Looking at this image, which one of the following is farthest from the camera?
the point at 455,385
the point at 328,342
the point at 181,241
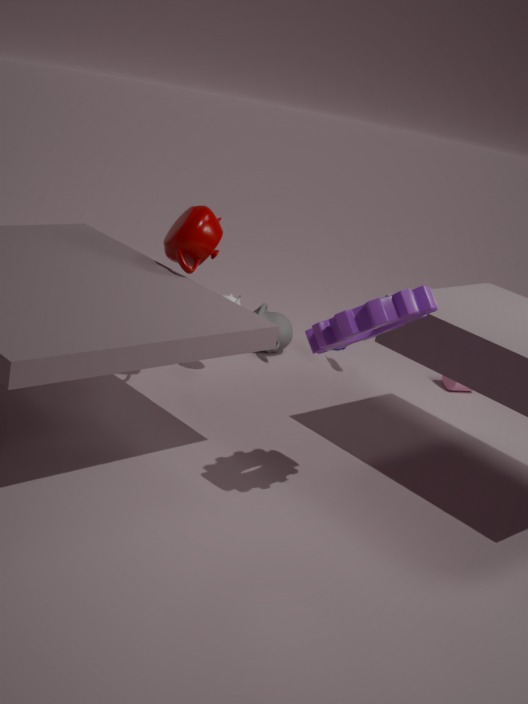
the point at 455,385
